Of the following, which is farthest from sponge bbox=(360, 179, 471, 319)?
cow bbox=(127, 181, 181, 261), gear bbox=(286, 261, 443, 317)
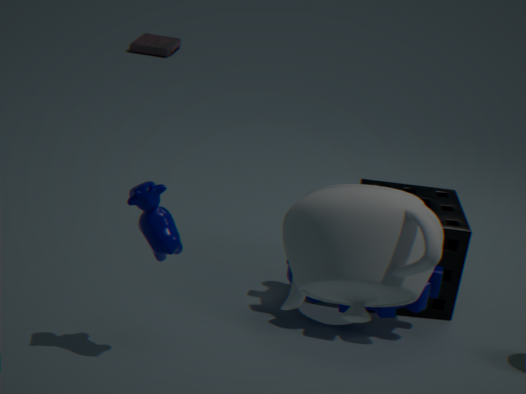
cow bbox=(127, 181, 181, 261)
